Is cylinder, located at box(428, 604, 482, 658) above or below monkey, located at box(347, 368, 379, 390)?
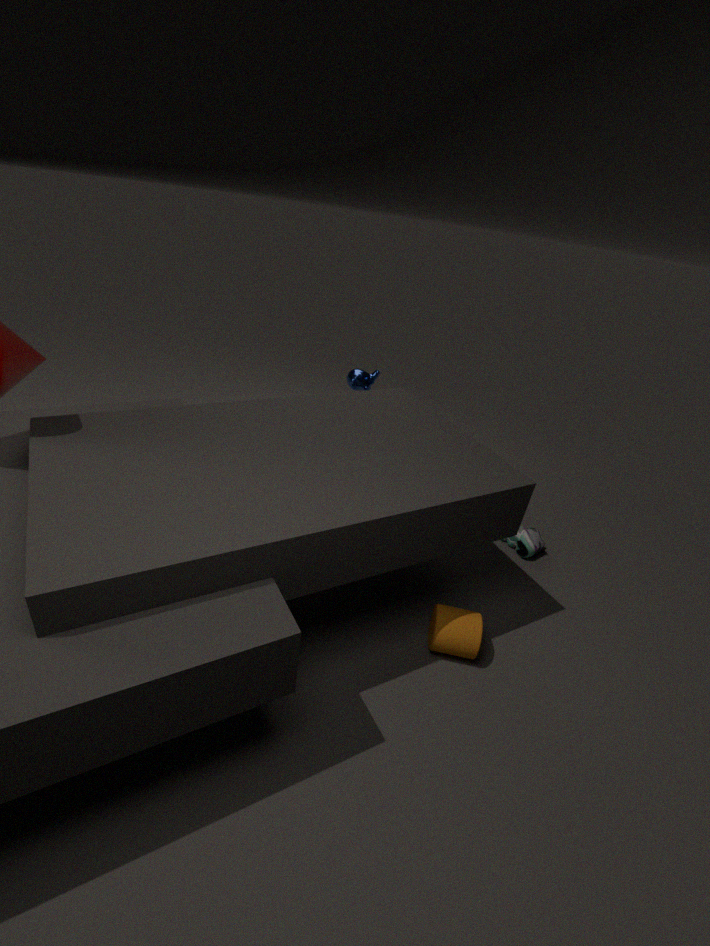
below
